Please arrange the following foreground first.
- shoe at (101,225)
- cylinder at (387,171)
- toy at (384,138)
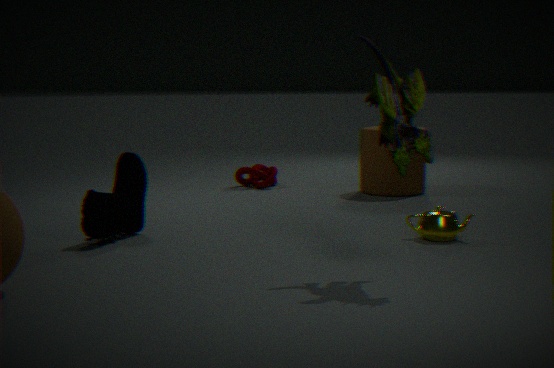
toy at (384,138) → shoe at (101,225) → cylinder at (387,171)
